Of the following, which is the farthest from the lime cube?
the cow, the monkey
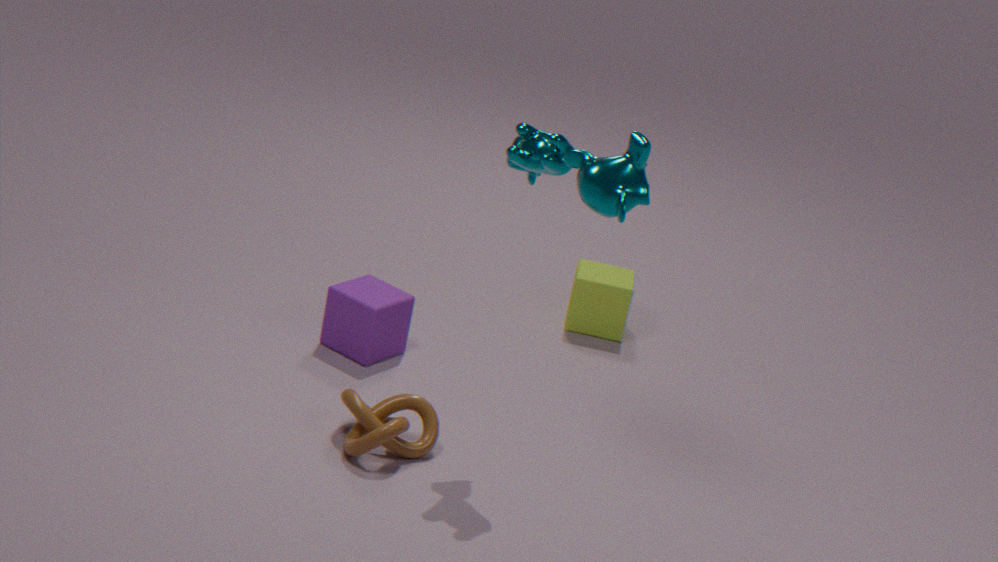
the monkey
